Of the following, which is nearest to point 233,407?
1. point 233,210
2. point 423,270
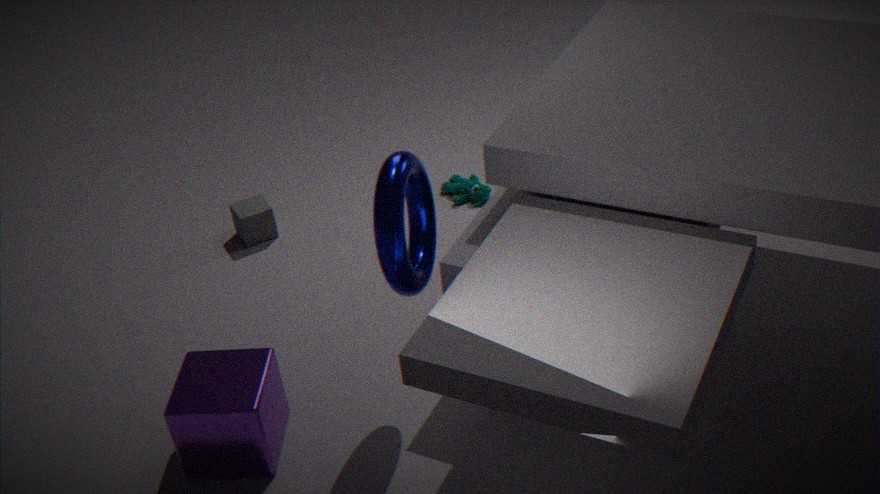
point 423,270
